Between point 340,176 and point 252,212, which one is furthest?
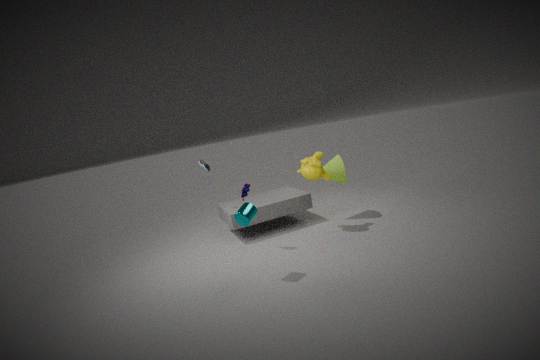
point 340,176
